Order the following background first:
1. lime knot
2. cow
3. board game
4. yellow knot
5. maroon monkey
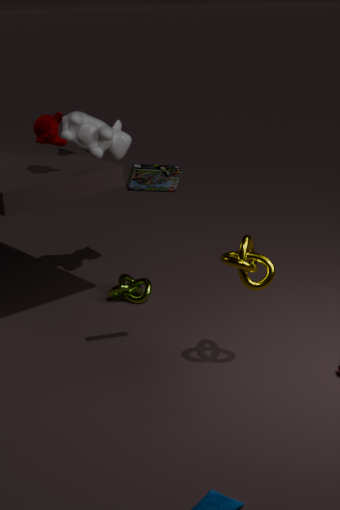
lime knot
cow
maroon monkey
yellow knot
board game
